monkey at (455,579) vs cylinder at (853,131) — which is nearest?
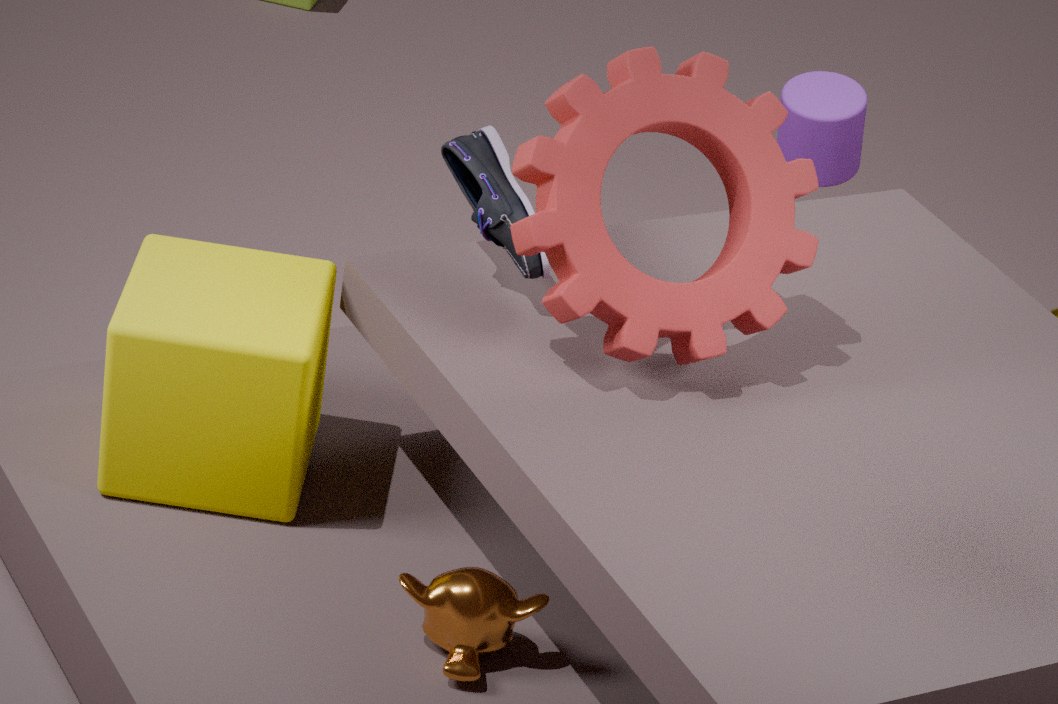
Answer: monkey at (455,579)
